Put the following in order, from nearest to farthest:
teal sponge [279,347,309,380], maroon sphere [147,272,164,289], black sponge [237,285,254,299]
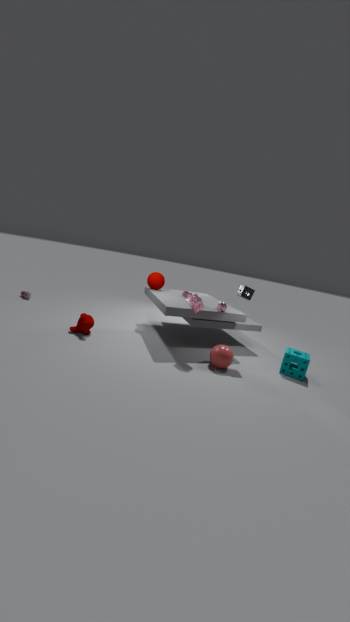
teal sponge [279,347,309,380], black sponge [237,285,254,299], maroon sphere [147,272,164,289]
